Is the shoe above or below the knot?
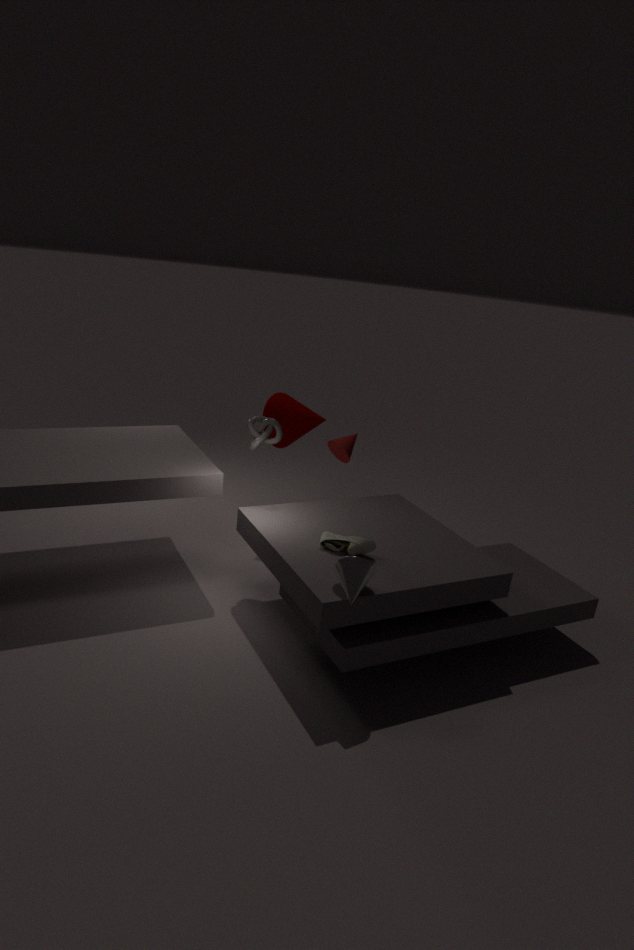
below
